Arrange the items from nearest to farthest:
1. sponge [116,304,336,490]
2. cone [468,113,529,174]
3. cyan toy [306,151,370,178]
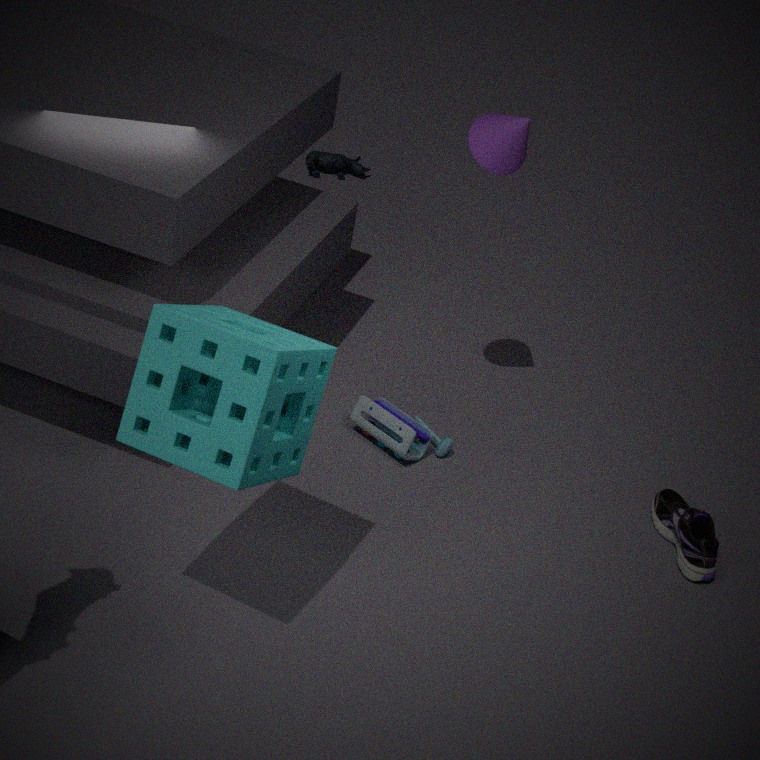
sponge [116,304,336,490], cone [468,113,529,174], cyan toy [306,151,370,178]
